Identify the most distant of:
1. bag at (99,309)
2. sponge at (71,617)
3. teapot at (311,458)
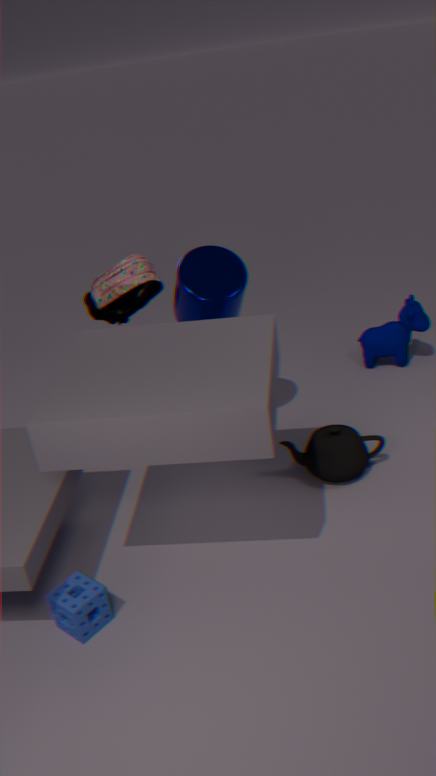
bag at (99,309)
